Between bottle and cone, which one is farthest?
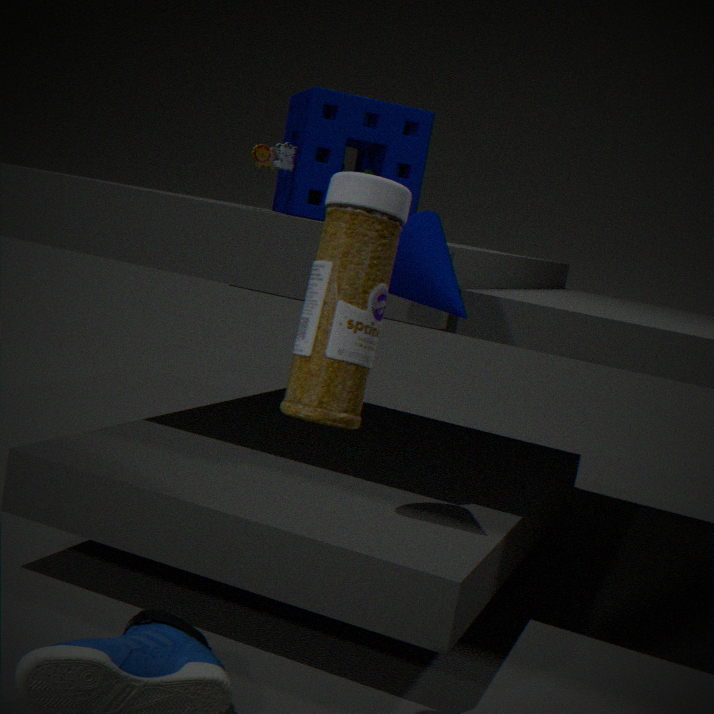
cone
